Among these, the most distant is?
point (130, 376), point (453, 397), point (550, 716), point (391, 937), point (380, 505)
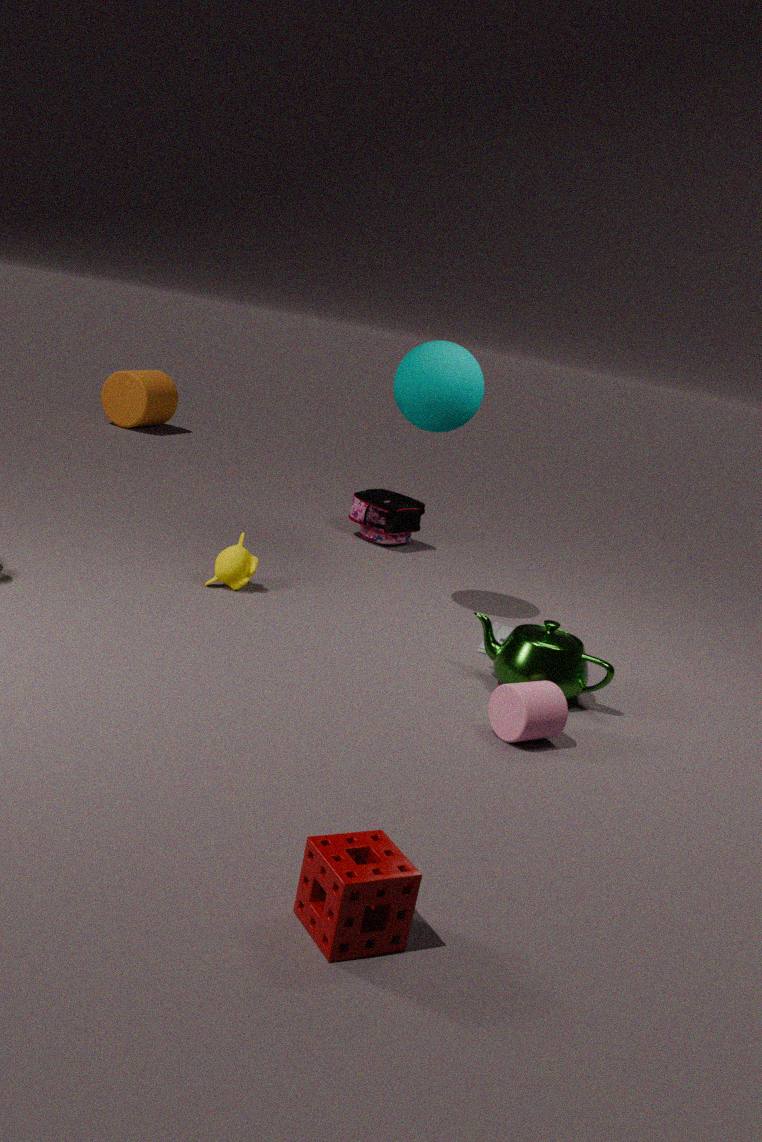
point (130, 376)
